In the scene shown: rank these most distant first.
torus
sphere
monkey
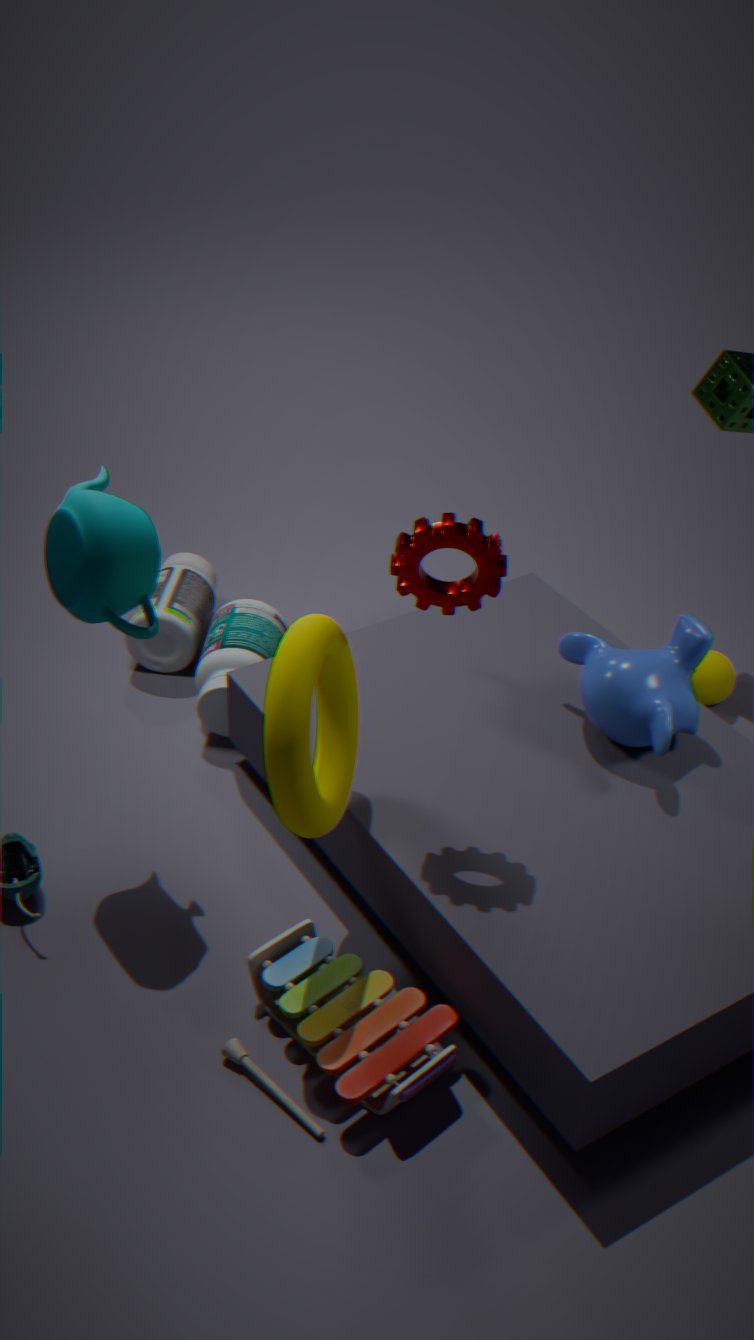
sphere → monkey → torus
